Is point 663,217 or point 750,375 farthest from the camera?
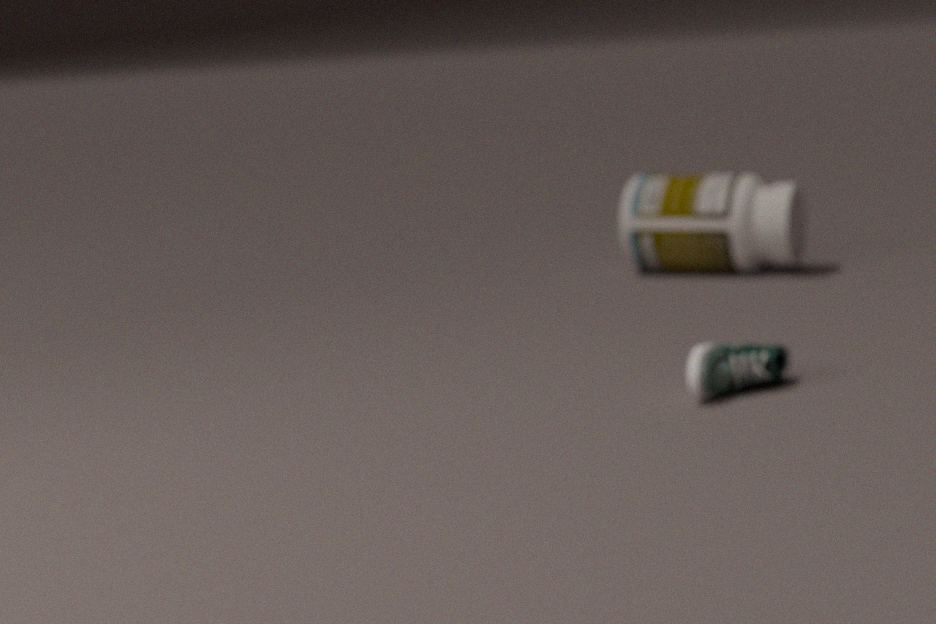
point 663,217
